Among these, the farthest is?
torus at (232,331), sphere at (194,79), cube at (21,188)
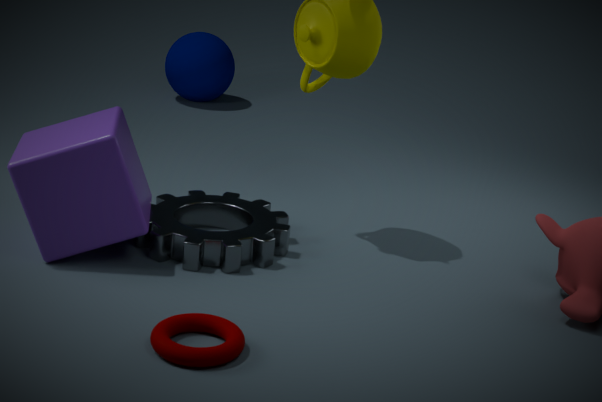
sphere at (194,79)
